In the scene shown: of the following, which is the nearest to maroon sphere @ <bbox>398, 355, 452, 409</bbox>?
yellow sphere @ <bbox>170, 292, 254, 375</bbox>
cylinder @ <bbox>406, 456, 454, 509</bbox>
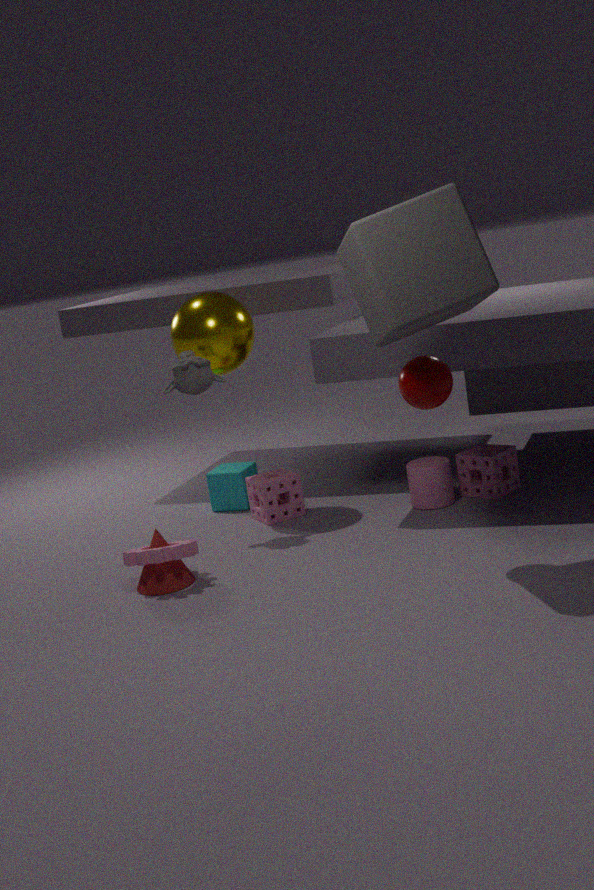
cylinder @ <bbox>406, 456, 454, 509</bbox>
